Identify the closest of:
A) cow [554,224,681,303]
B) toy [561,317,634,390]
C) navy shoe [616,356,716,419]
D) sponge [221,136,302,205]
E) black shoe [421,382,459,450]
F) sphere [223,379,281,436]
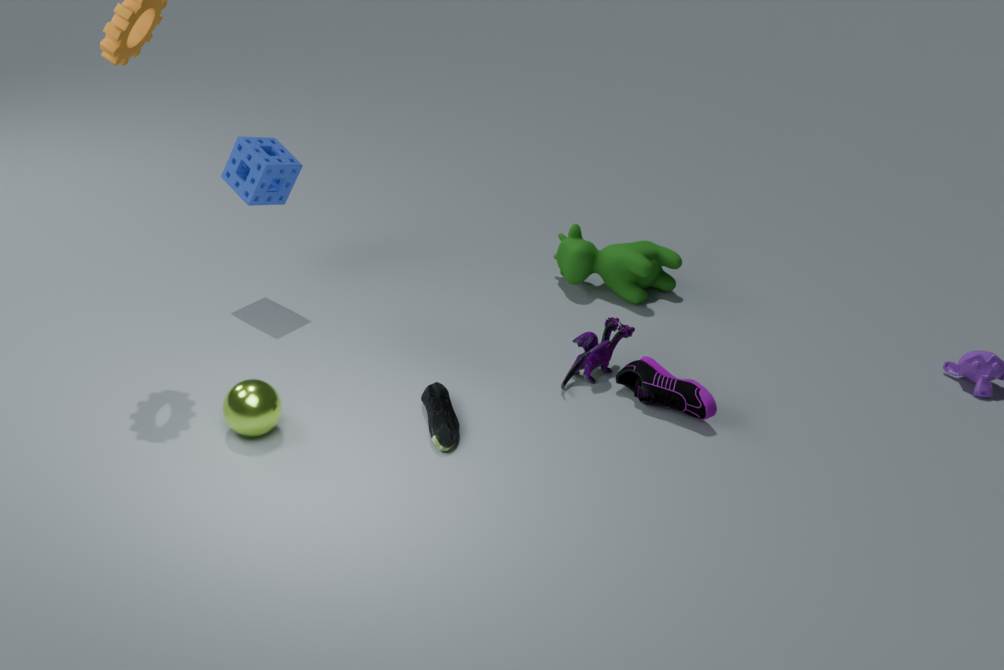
sphere [223,379,281,436]
